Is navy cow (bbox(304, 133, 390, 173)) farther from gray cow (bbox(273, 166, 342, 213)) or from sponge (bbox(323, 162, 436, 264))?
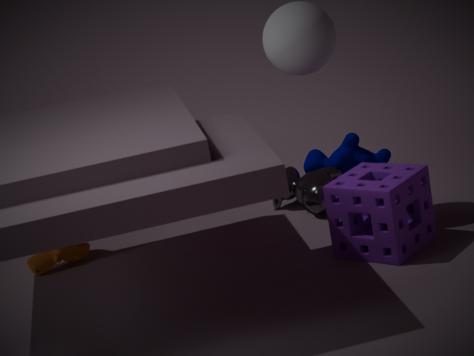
sponge (bbox(323, 162, 436, 264))
